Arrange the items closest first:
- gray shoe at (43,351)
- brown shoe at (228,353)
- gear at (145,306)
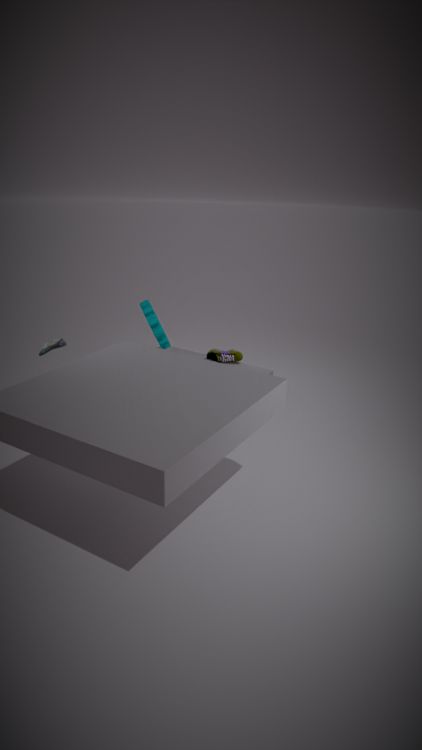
gray shoe at (43,351), gear at (145,306), brown shoe at (228,353)
